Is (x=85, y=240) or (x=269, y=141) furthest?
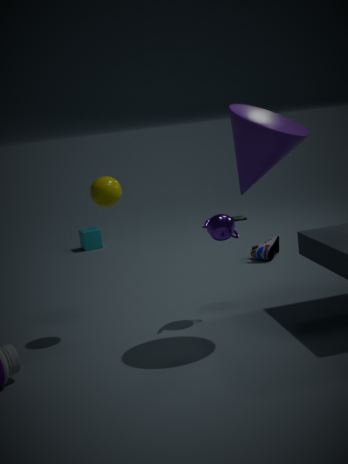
(x=85, y=240)
